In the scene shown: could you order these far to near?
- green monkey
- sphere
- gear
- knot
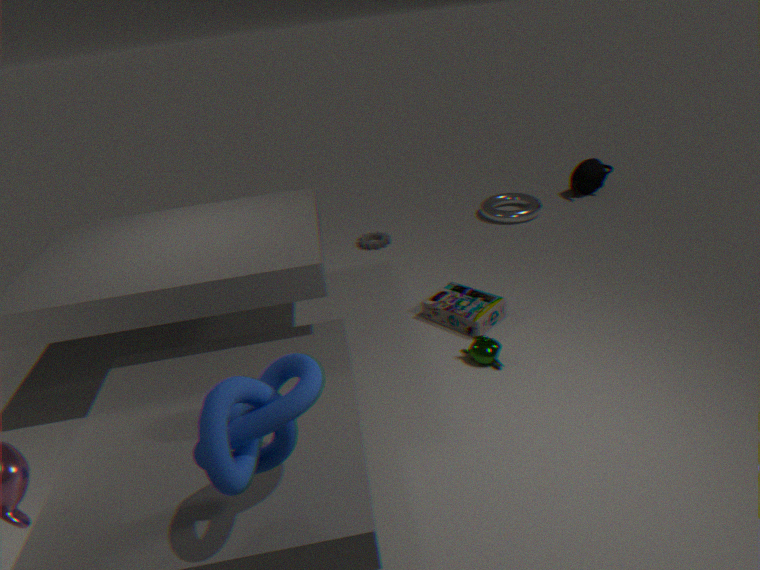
1. gear
2. green monkey
3. sphere
4. knot
